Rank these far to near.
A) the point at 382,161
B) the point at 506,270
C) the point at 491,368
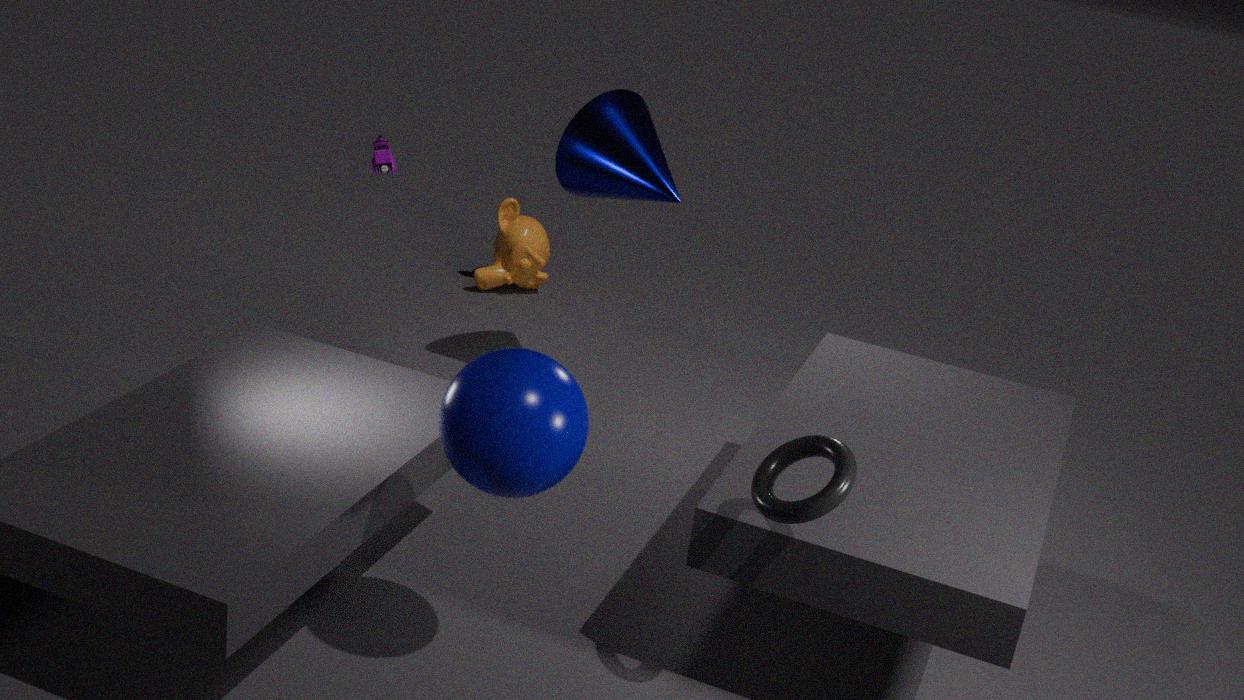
the point at 506,270 → the point at 382,161 → the point at 491,368
